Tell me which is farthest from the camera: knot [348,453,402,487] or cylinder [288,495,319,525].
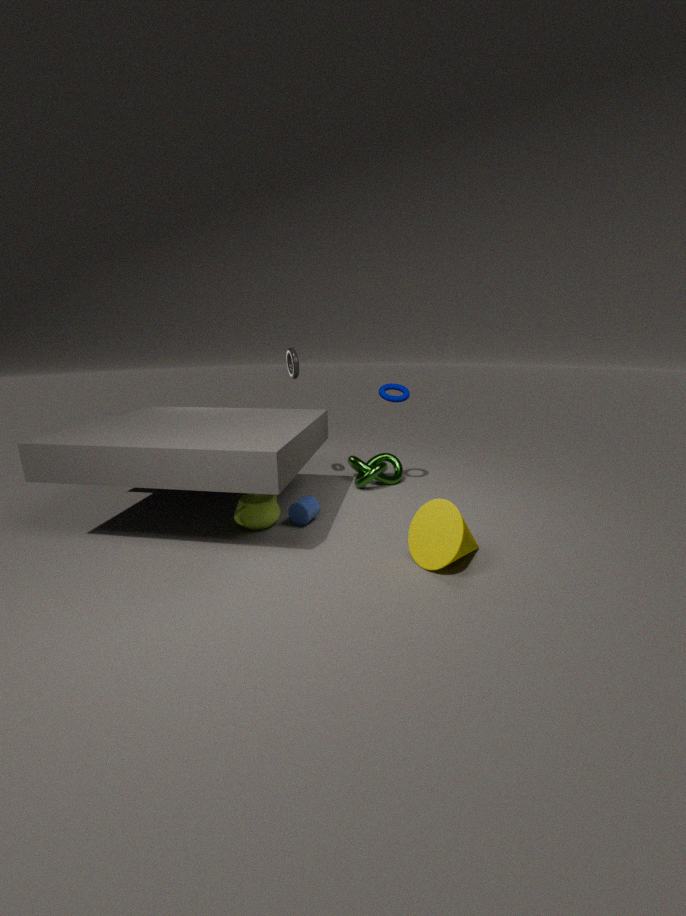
knot [348,453,402,487]
